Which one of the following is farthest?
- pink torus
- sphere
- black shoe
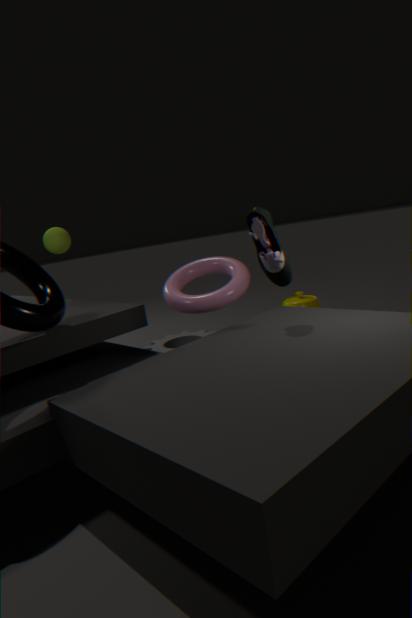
sphere
